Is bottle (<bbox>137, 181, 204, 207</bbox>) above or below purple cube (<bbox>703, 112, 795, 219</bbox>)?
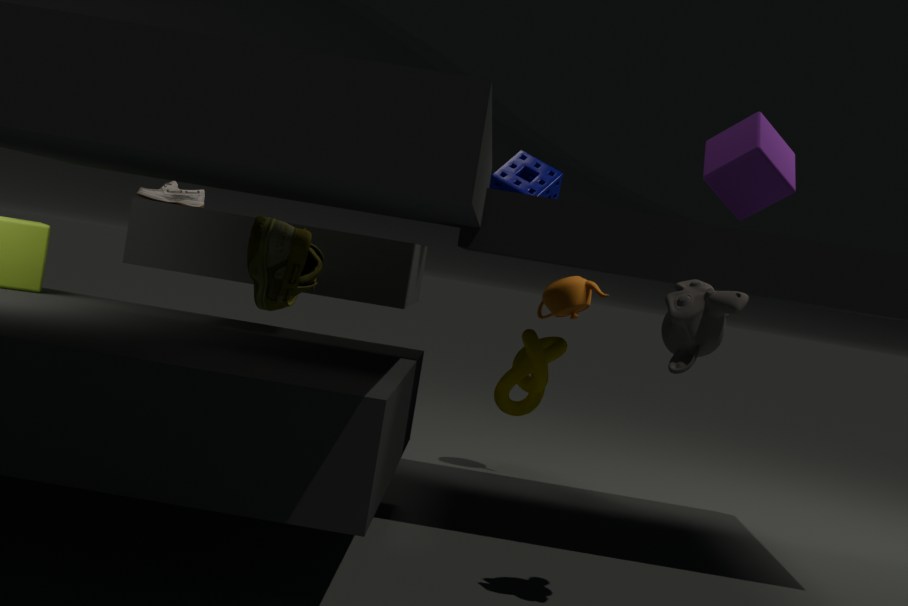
below
